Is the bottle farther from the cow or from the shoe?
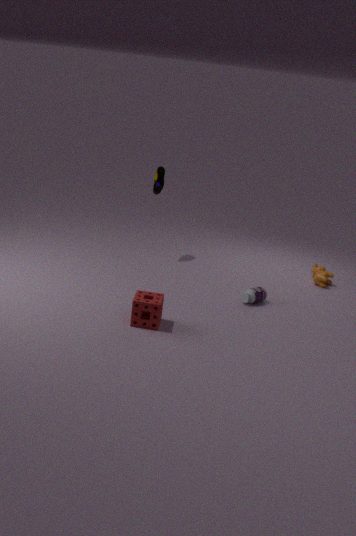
the shoe
